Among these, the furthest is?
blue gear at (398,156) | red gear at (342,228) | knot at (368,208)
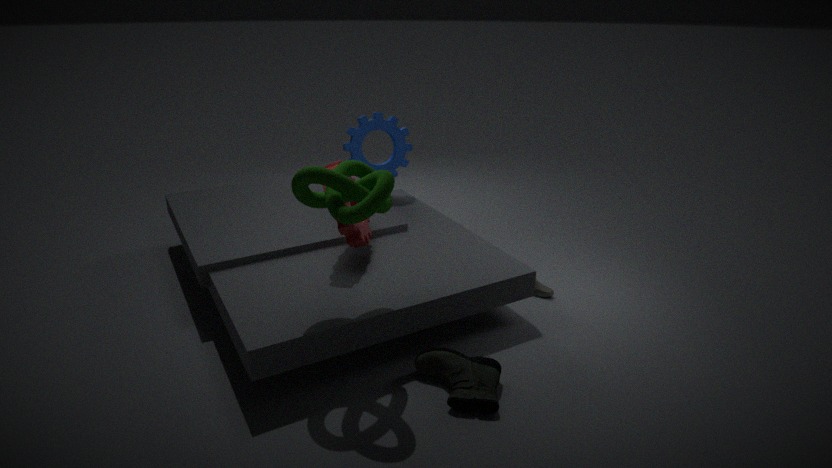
blue gear at (398,156)
